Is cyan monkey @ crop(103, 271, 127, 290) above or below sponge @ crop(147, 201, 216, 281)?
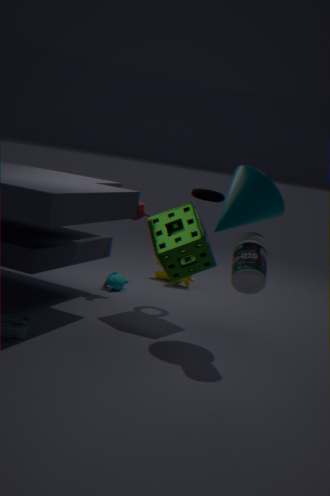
below
